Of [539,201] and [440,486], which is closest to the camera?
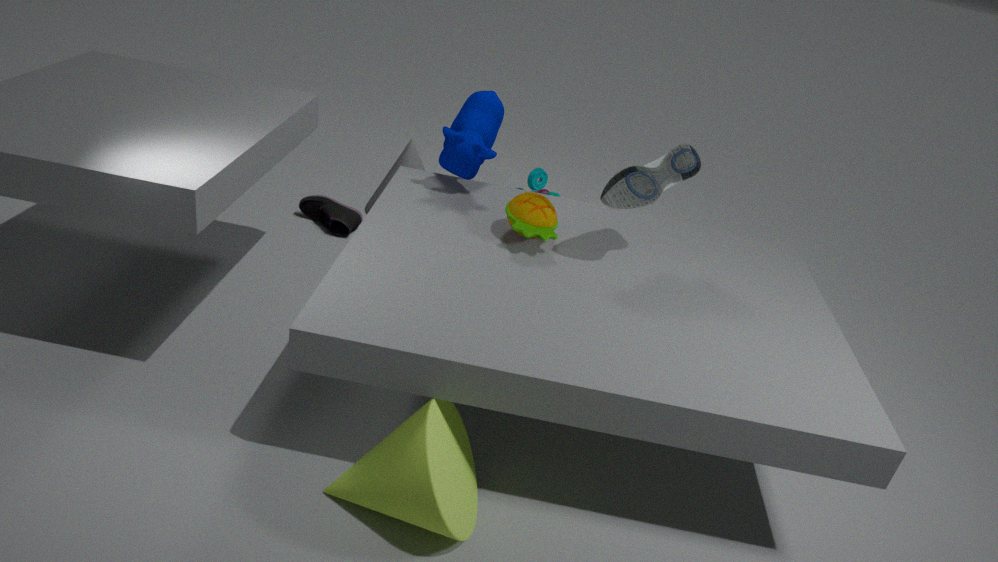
[440,486]
